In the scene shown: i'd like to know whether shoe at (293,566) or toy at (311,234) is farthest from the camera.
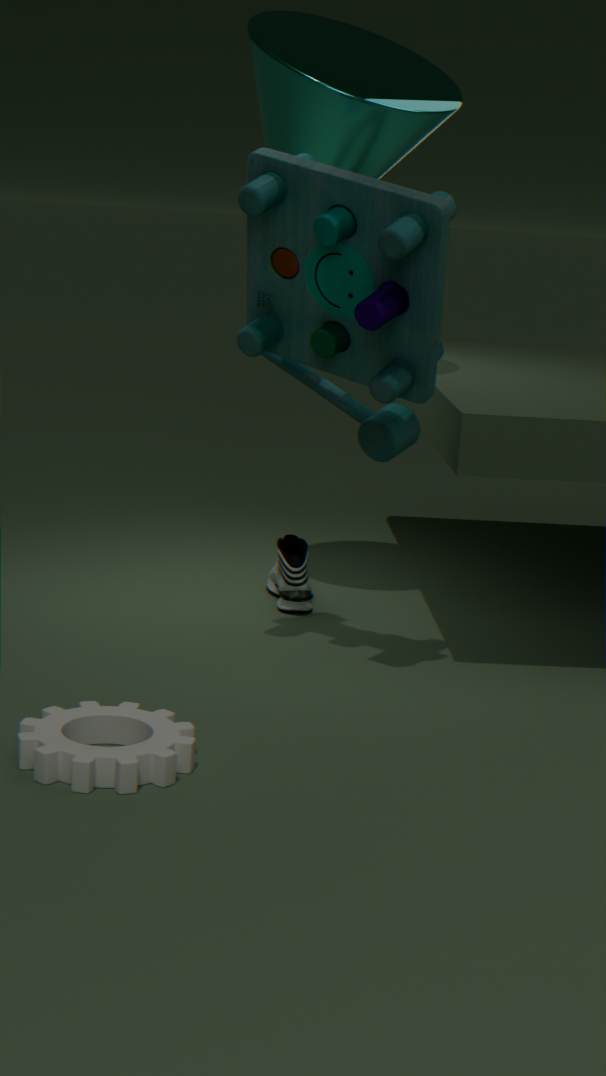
shoe at (293,566)
